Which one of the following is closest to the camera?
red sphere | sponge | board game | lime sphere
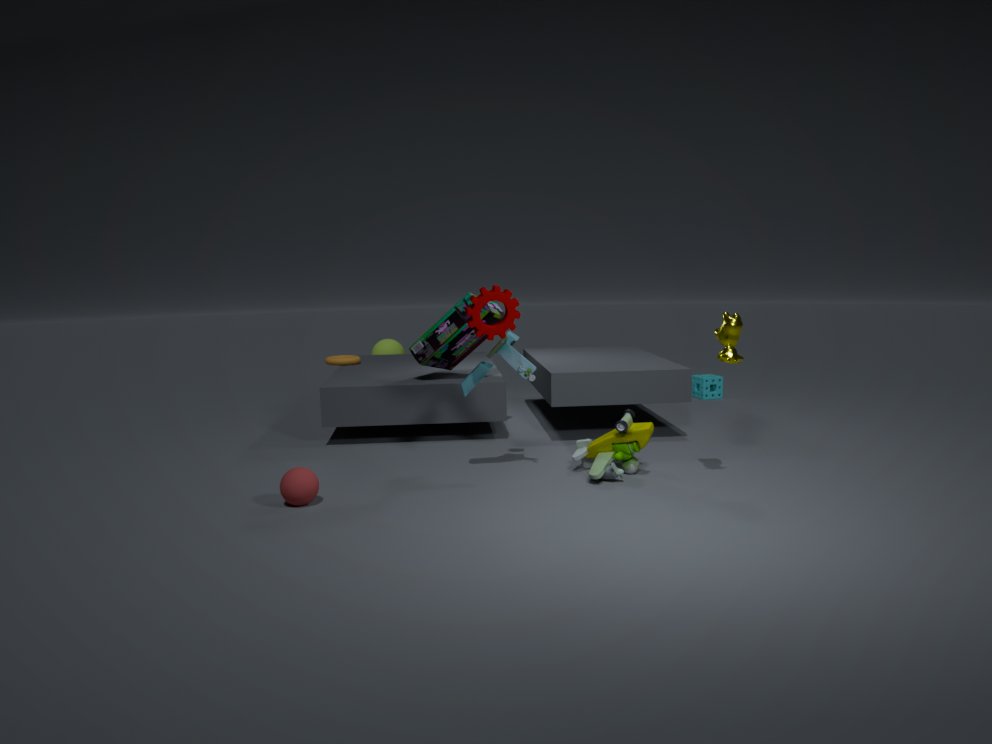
red sphere
